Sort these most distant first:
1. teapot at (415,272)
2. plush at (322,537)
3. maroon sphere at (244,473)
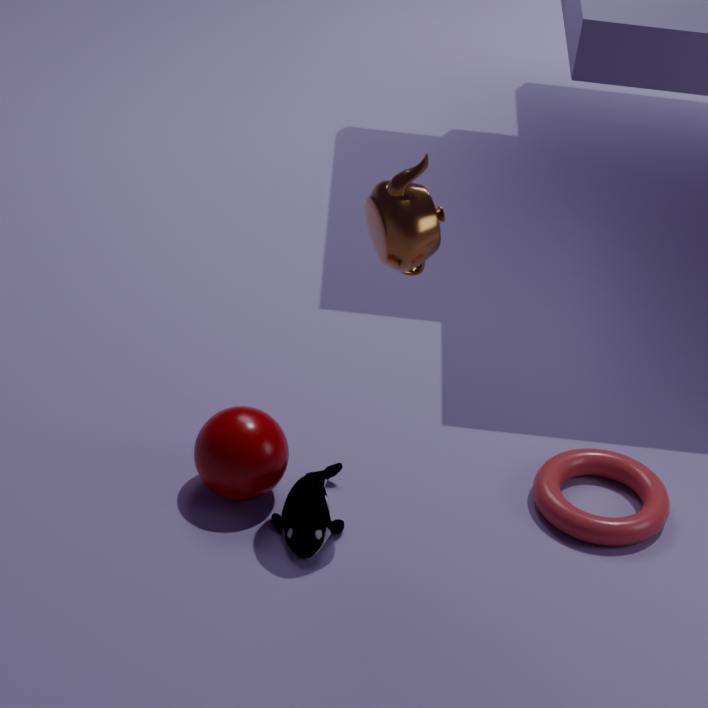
1. maroon sphere at (244,473)
2. plush at (322,537)
3. teapot at (415,272)
